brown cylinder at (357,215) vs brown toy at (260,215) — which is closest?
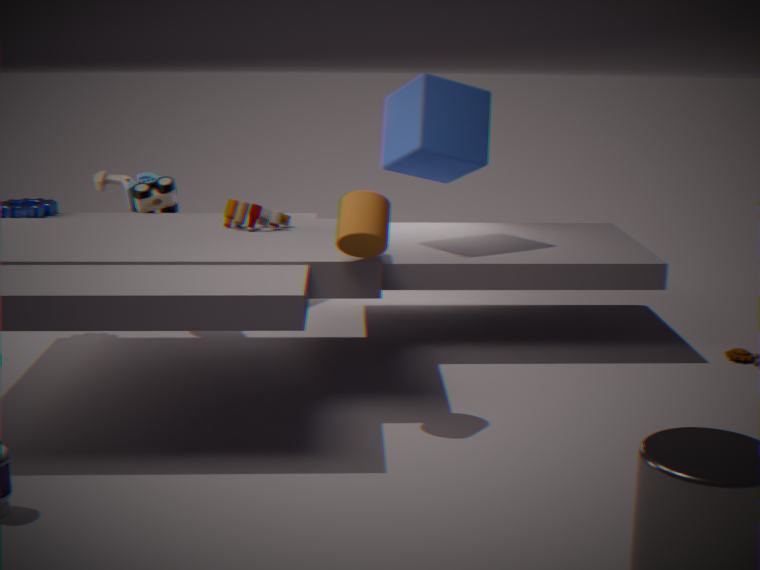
brown cylinder at (357,215)
